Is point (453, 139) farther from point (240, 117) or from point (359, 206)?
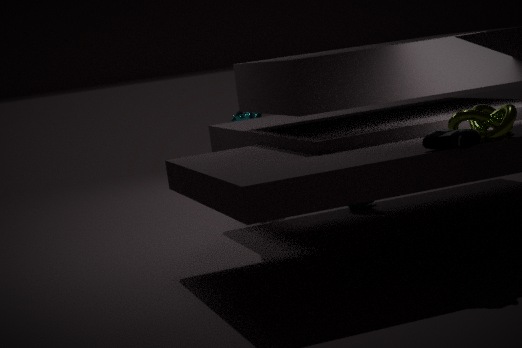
point (240, 117)
